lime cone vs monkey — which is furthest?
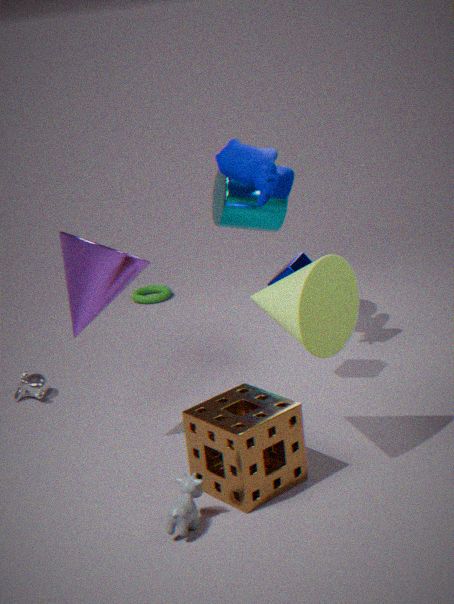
monkey
